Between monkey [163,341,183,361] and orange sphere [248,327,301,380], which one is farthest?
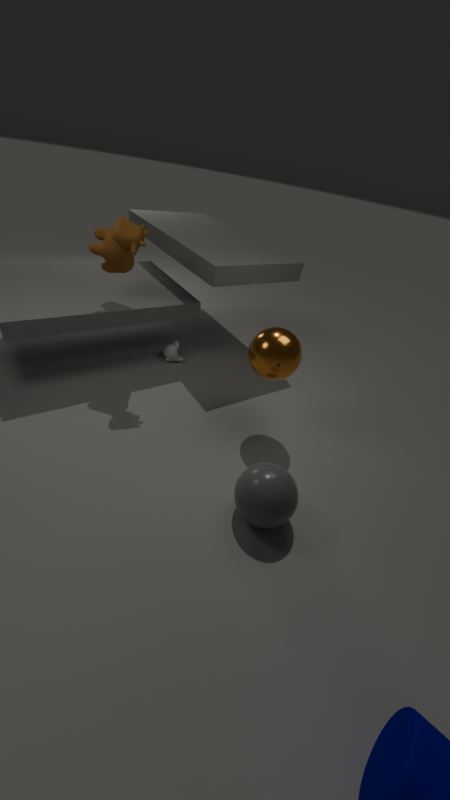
monkey [163,341,183,361]
